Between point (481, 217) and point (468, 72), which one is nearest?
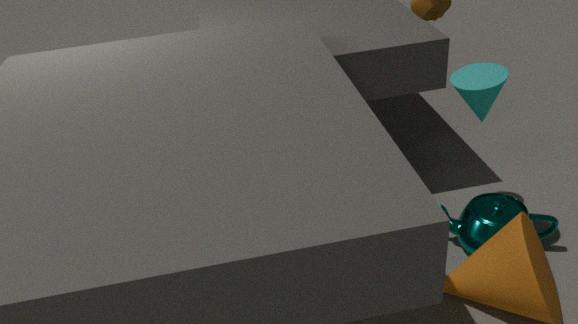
point (468, 72)
